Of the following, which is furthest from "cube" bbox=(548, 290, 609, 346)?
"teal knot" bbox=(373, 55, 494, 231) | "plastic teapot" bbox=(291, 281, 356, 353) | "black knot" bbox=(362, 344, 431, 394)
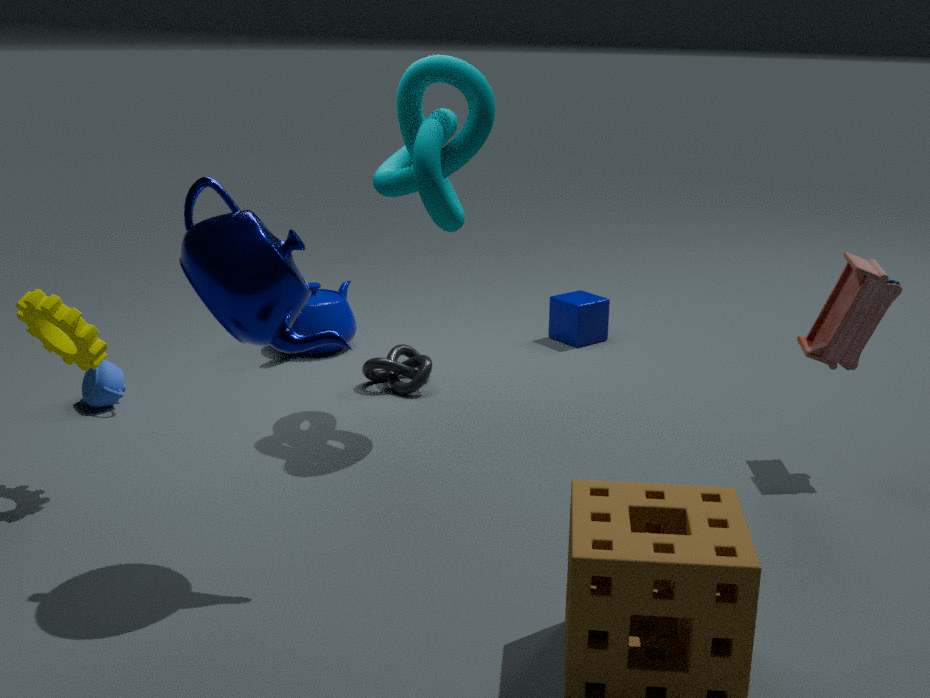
"teal knot" bbox=(373, 55, 494, 231)
